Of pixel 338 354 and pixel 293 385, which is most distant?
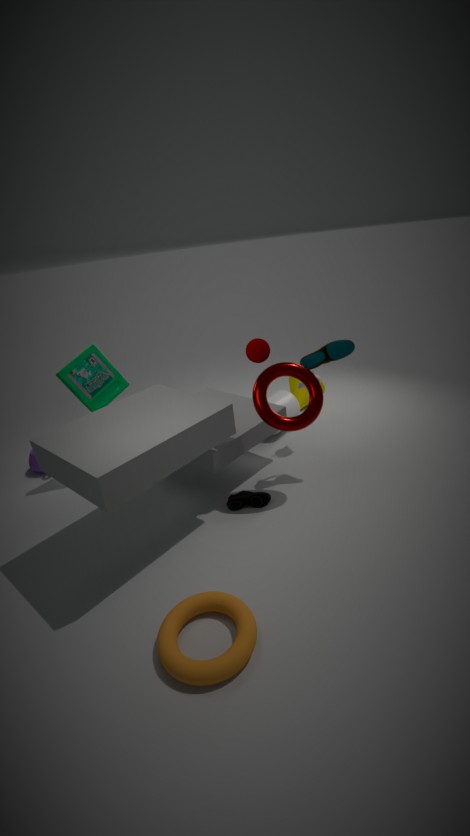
pixel 293 385
